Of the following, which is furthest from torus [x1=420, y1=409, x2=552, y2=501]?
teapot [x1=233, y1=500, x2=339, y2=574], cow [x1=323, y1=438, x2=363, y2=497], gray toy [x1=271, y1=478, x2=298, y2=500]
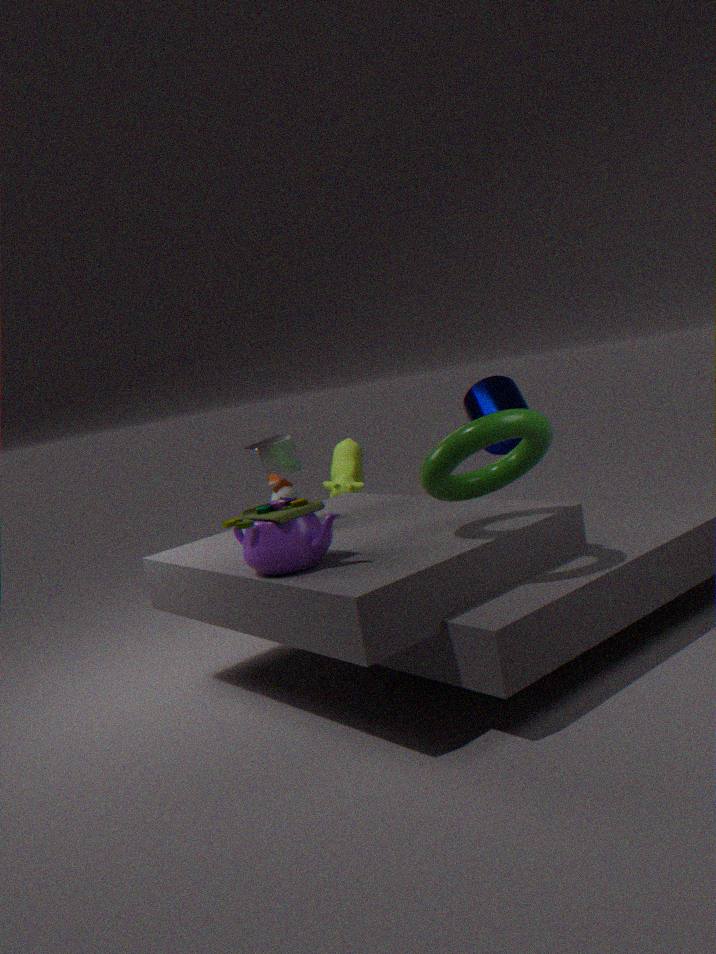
cow [x1=323, y1=438, x2=363, y2=497]
